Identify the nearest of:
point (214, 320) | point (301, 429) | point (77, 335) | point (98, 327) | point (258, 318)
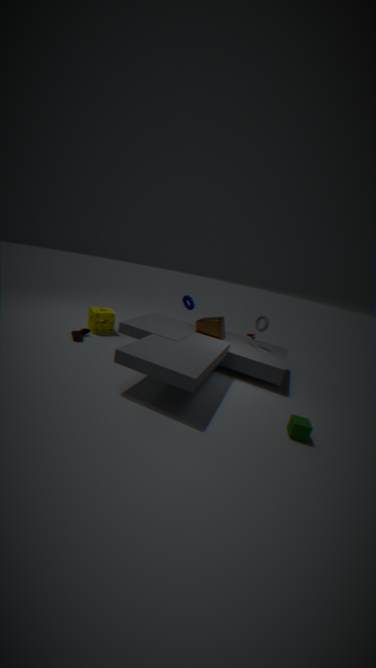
point (301, 429)
